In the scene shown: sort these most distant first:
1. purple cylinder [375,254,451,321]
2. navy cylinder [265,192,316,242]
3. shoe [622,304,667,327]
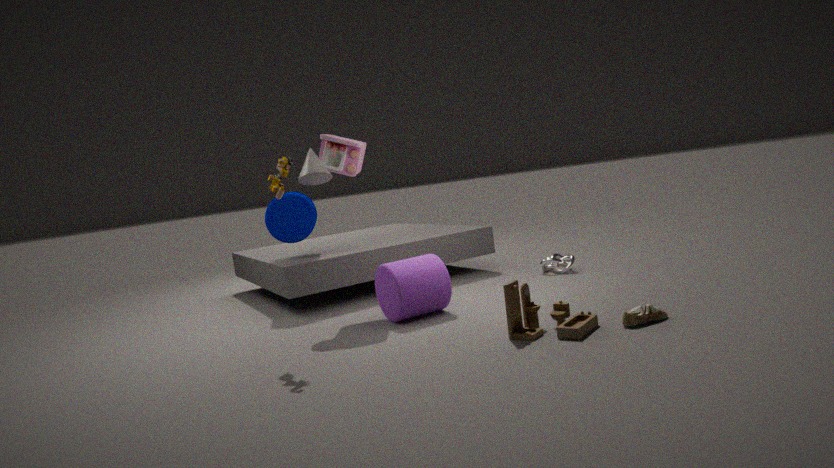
1. navy cylinder [265,192,316,242]
2. purple cylinder [375,254,451,321]
3. shoe [622,304,667,327]
